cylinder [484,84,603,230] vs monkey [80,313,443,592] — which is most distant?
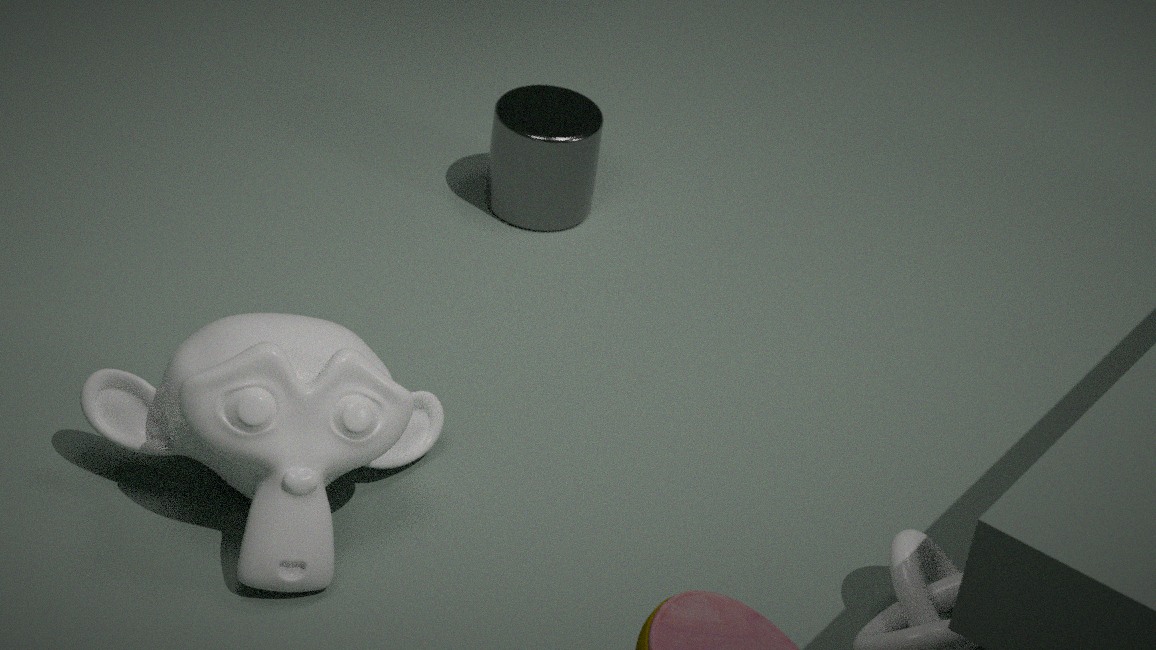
cylinder [484,84,603,230]
